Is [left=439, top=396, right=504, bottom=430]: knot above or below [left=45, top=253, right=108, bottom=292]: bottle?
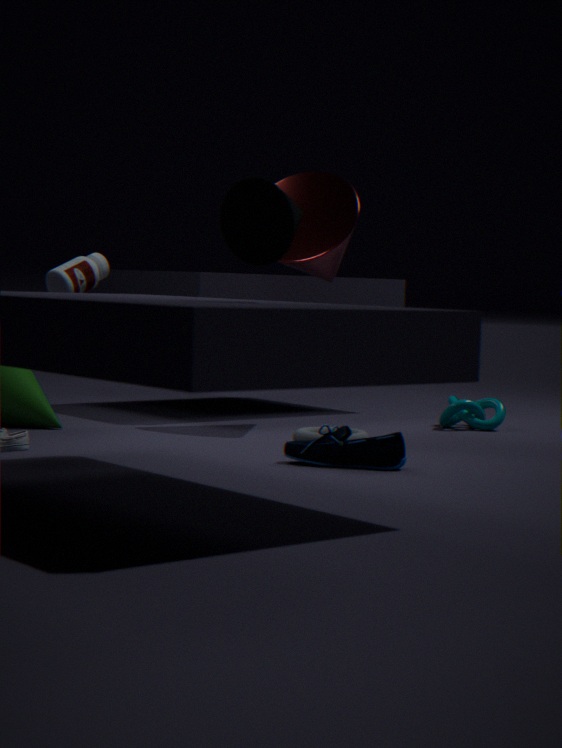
below
